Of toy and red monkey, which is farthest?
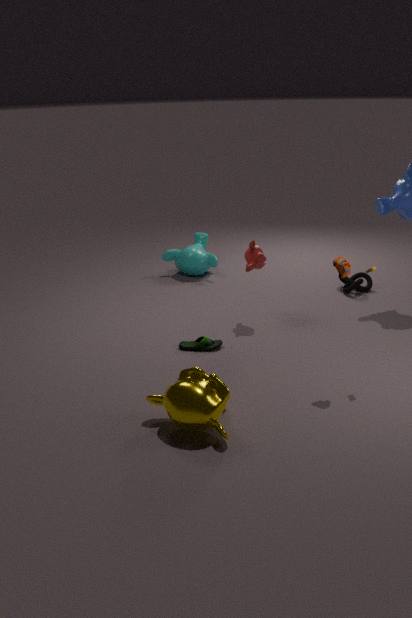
red monkey
